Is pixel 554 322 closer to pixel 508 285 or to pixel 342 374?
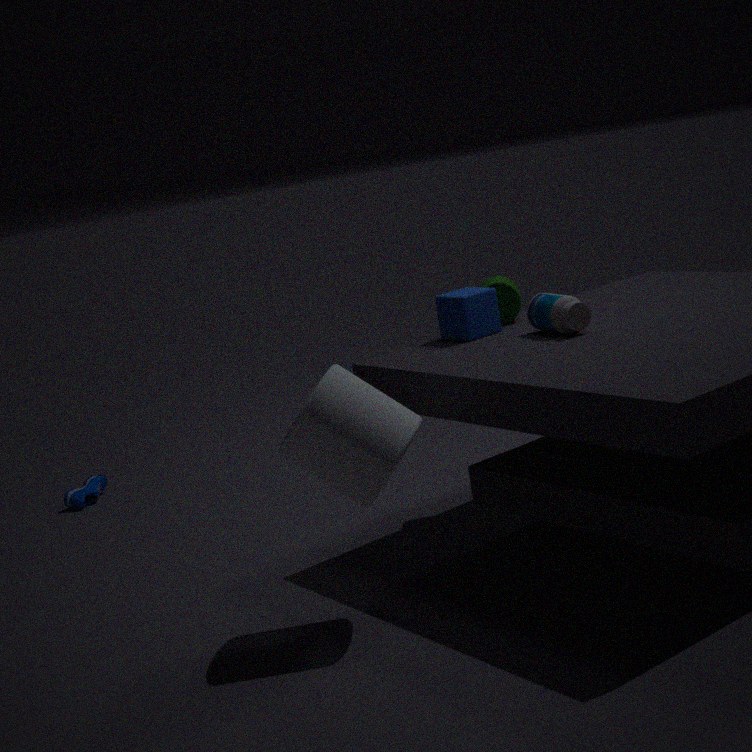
pixel 508 285
